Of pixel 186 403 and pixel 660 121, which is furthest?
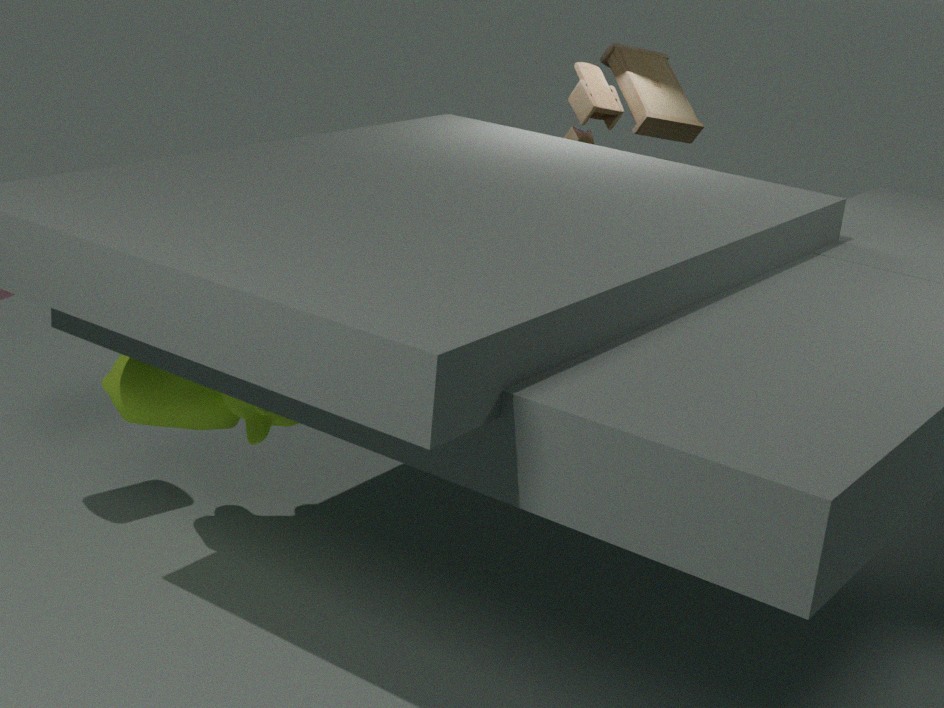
pixel 660 121
